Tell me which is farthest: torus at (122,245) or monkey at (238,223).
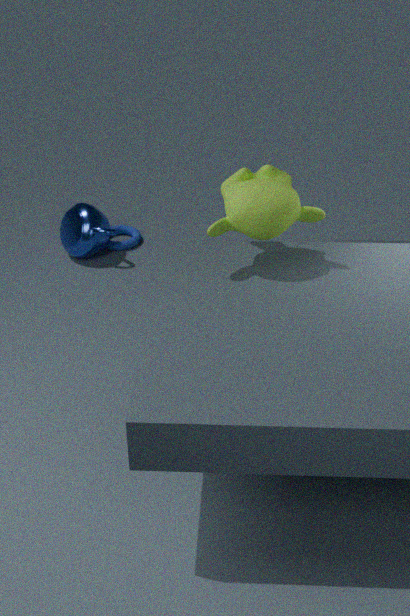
torus at (122,245)
